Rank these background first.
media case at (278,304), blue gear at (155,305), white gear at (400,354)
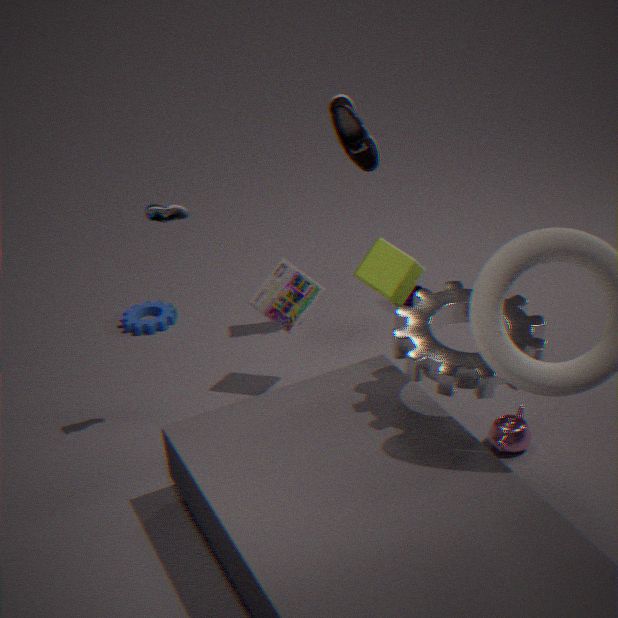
blue gear at (155,305) < media case at (278,304) < white gear at (400,354)
